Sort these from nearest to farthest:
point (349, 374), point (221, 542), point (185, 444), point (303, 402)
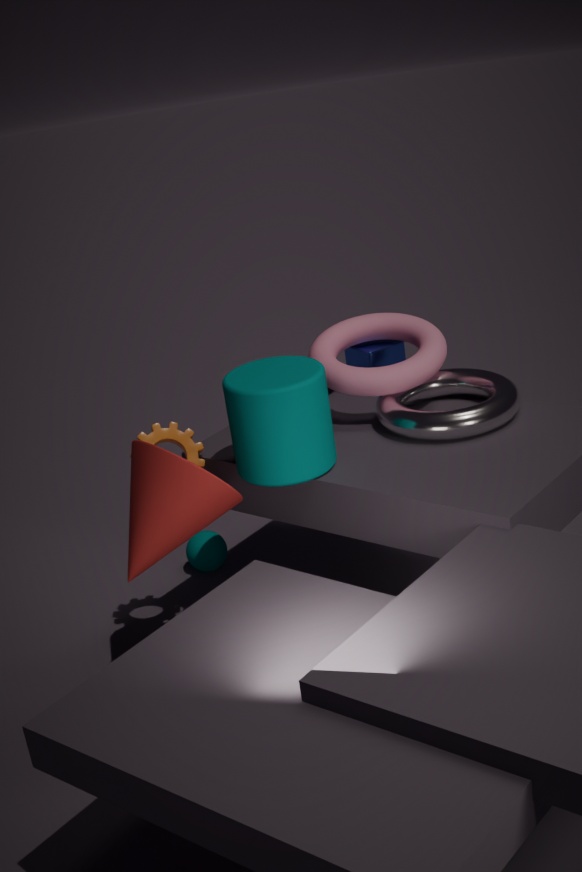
point (303, 402) → point (185, 444) → point (349, 374) → point (221, 542)
